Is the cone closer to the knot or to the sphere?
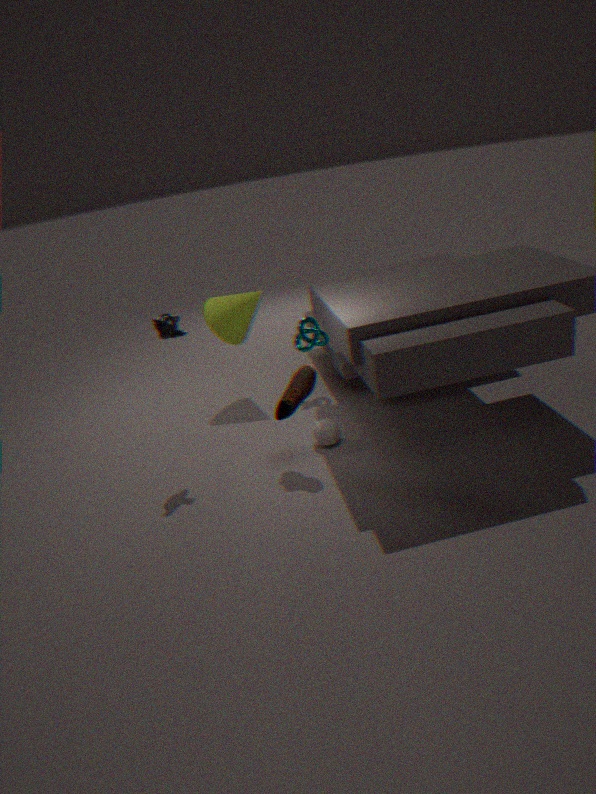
the knot
